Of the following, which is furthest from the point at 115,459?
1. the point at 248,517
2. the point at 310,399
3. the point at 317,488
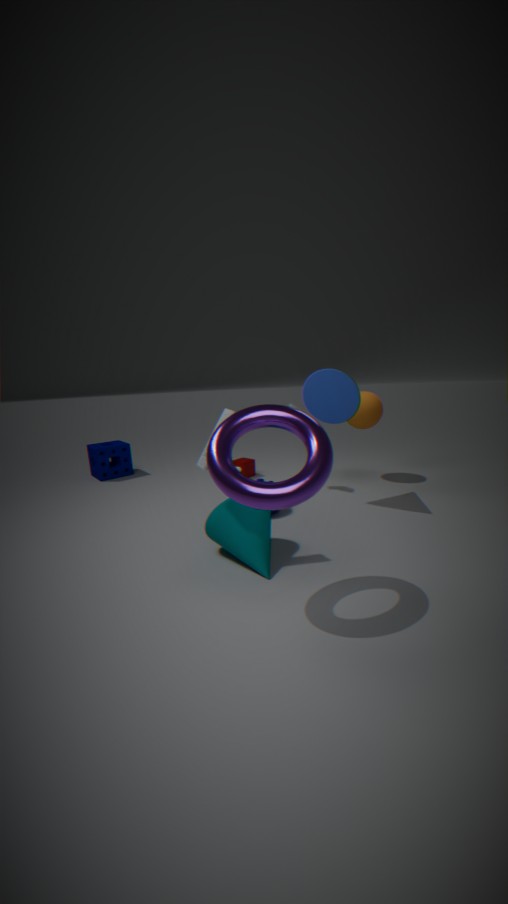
the point at 317,488
